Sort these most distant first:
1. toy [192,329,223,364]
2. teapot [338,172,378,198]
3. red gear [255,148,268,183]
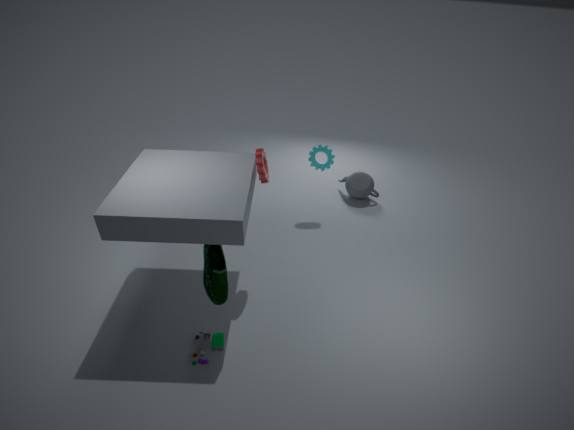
teapot [338,172,378,198] < red gear [255,148,268,183] < toy [192,329,223,364]
